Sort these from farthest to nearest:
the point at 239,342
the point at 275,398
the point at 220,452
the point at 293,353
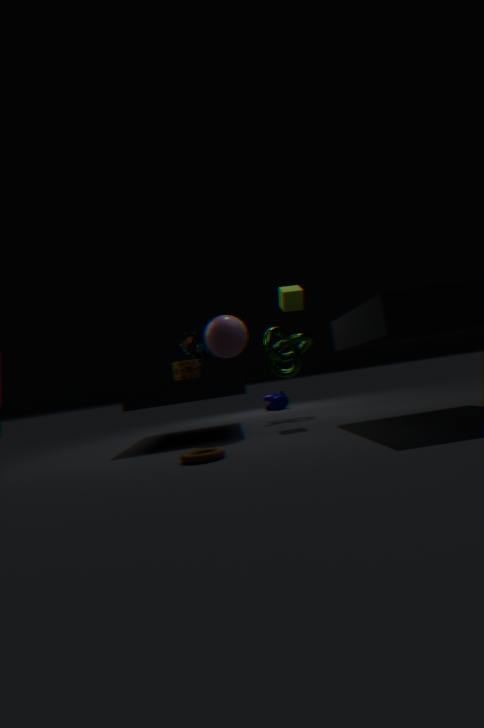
the point at 275,398
the point at 293,353
the point at 239,342
the point at 220,452
